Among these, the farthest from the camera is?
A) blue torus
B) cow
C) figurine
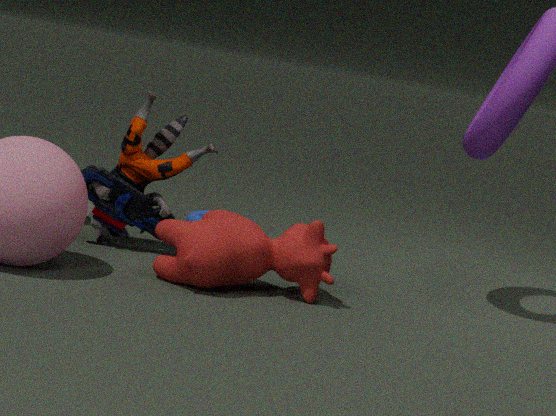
blue torus
